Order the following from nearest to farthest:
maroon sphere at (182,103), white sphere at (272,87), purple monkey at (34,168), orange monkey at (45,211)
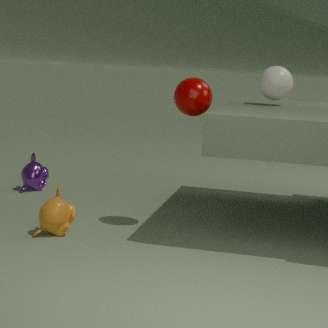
1. orange monkey at (45,211)
2. maroon sphere at (182,103)
3. white sphere at (272,87)
4. purple monkey at (34,168)
